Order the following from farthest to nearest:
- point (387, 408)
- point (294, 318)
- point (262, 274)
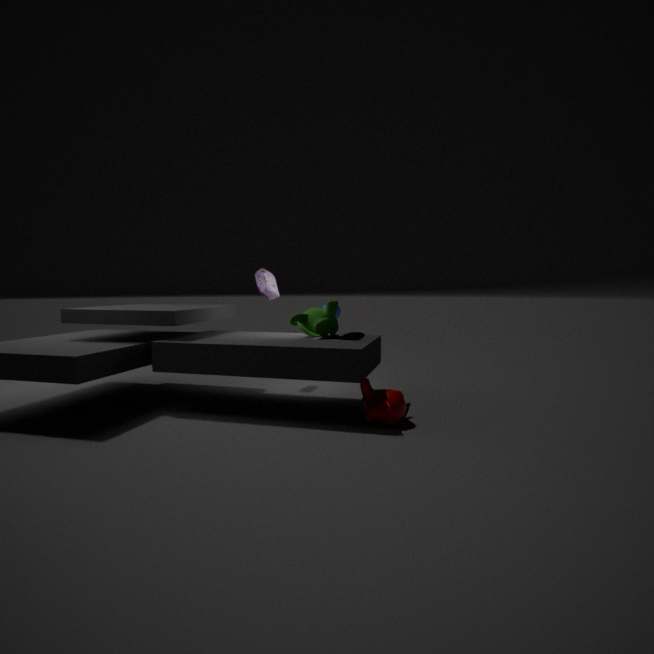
point (262, 274)
point (294, 318)
point (387, 408)
